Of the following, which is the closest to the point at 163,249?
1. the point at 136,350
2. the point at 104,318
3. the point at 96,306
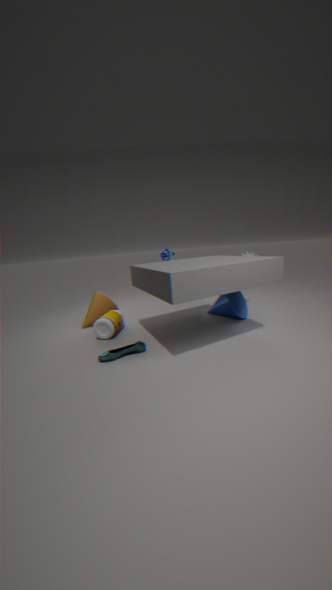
the point at 96,306
